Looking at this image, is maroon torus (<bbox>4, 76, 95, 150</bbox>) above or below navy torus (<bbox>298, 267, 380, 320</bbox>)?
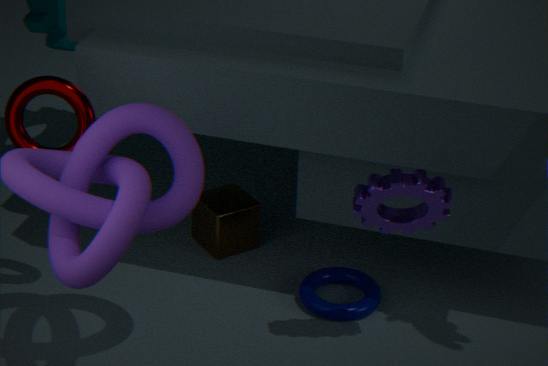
above
